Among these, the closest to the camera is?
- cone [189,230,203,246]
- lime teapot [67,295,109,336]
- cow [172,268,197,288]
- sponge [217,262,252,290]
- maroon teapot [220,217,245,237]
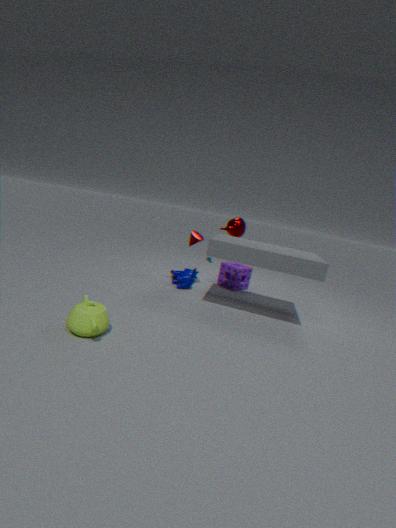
lime teapot [67,295,109,336]
